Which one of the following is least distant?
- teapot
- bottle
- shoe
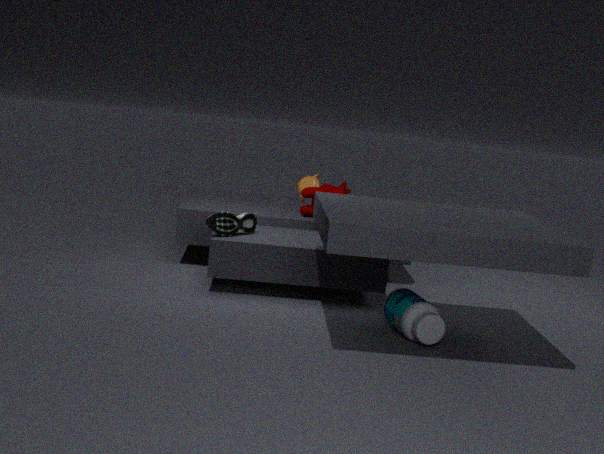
bottle
